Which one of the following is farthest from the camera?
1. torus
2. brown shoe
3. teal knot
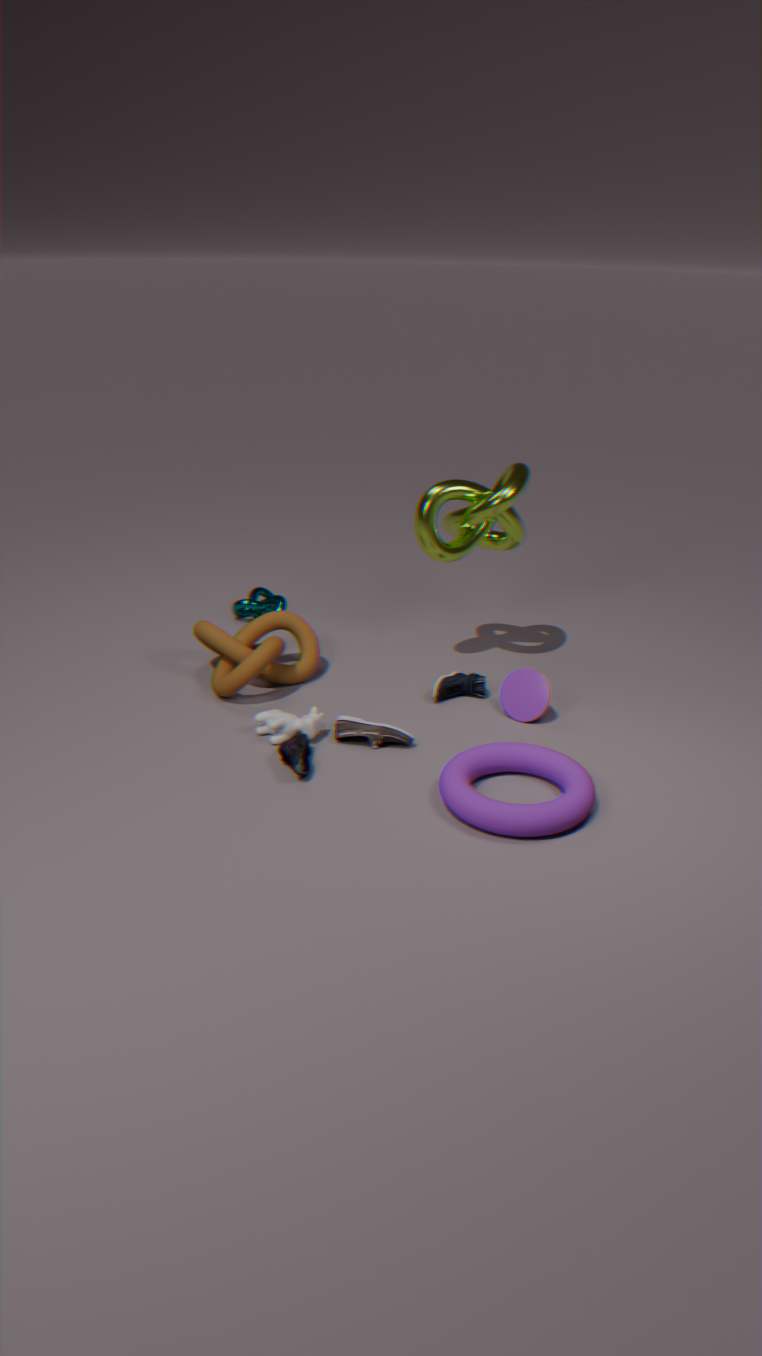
teal knot
